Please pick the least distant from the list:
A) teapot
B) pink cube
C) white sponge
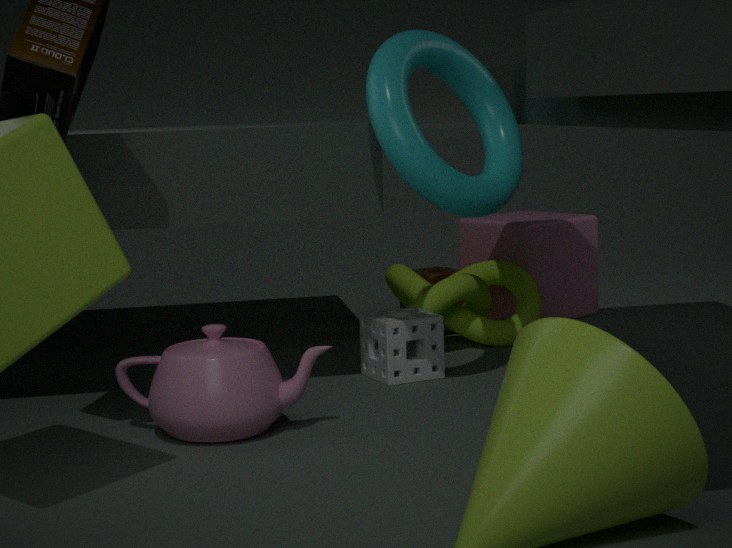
teapot
